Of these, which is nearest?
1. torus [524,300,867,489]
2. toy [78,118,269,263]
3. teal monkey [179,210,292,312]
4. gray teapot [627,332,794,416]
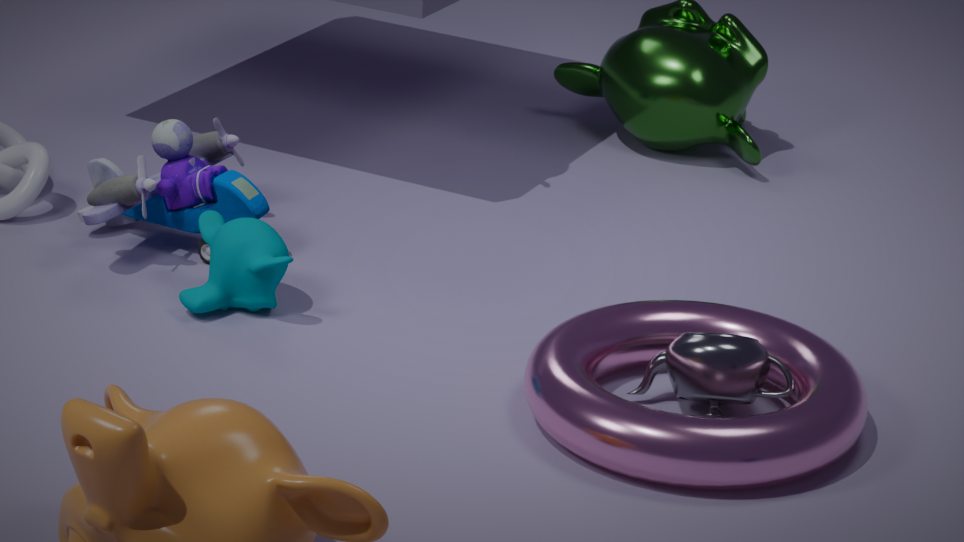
torus [524,300,867,489]
